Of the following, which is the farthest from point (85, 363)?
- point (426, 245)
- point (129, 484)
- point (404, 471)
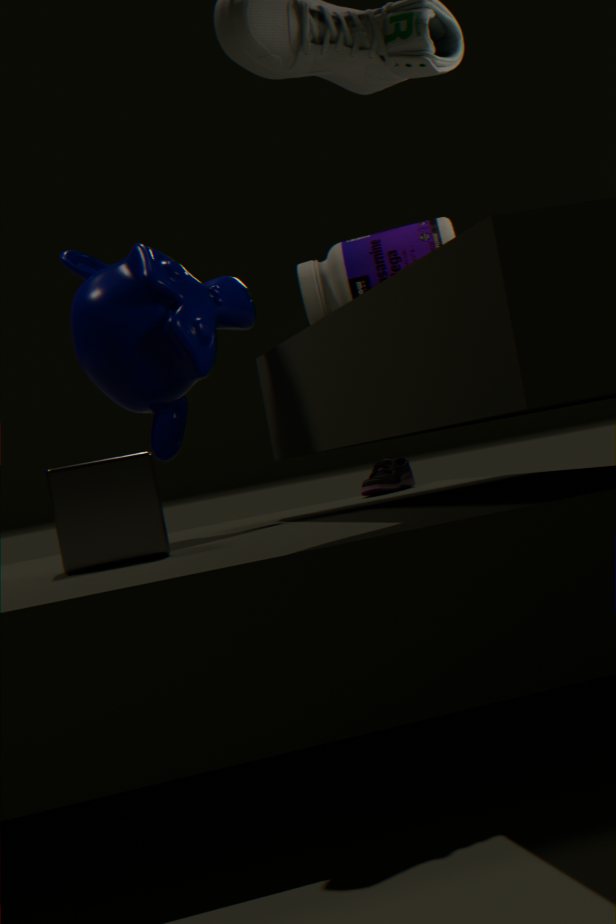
point (404, 471)
